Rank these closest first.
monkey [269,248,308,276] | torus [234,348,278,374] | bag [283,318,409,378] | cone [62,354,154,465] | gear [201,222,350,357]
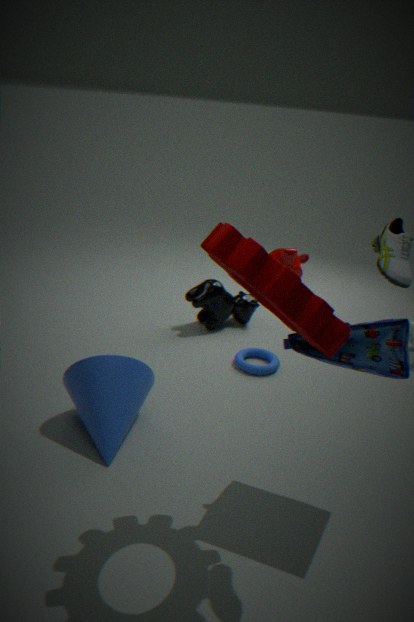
gear [201,222,350,357], bag [283,318,409,378], cone [62,354,154,465], torus [234,348,278,374], monkey [269,248,308,276]
